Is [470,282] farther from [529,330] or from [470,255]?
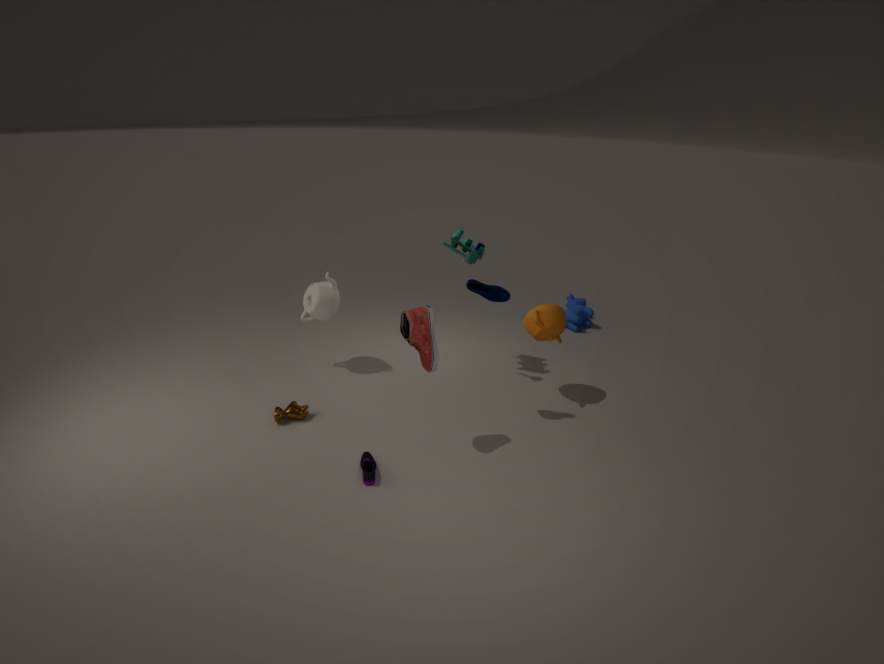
[470,255]
